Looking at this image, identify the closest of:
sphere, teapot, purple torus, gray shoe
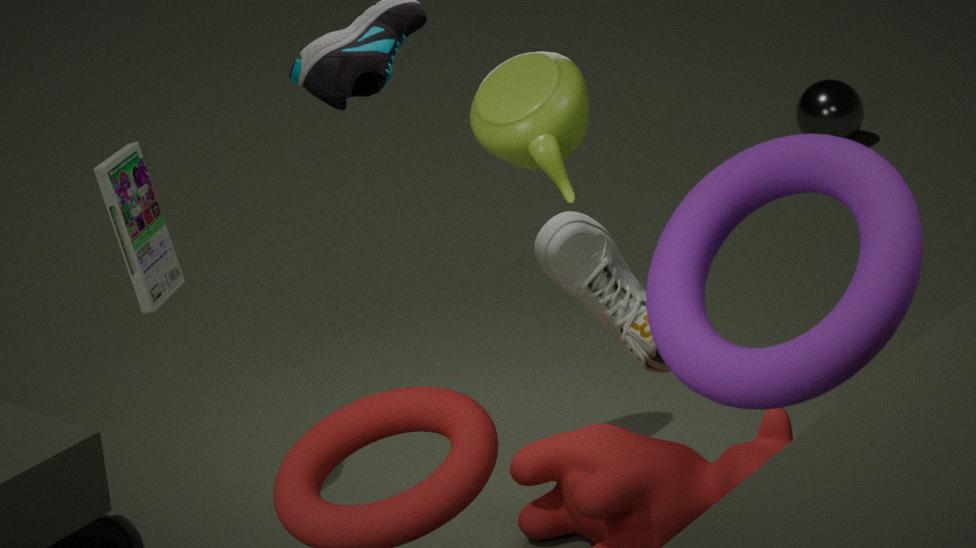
purple torus
